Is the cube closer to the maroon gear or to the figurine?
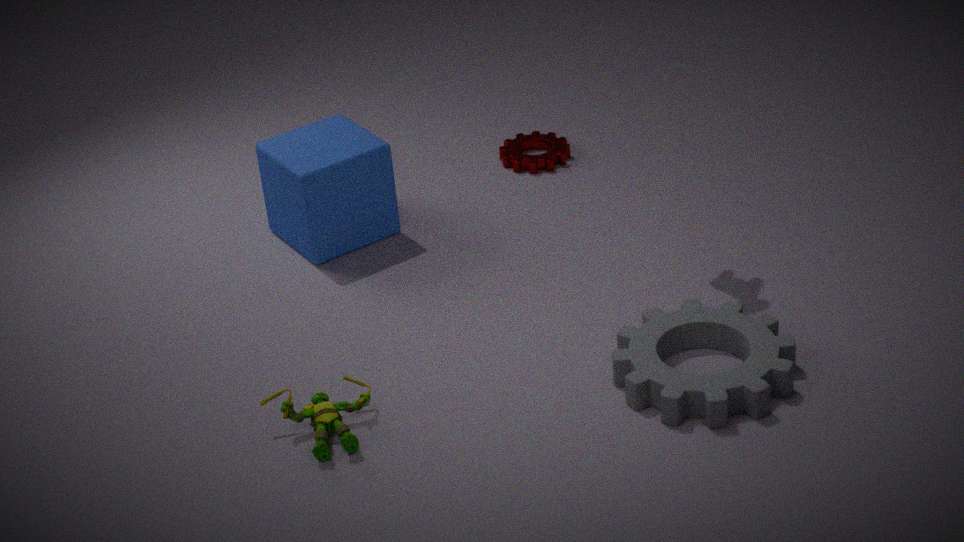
the maroon gear
